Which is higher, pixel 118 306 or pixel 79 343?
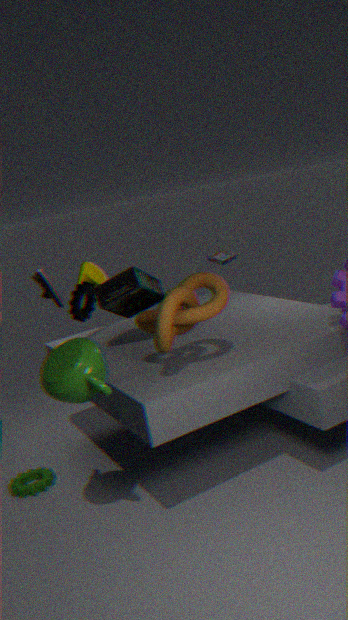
pixel 118 306
